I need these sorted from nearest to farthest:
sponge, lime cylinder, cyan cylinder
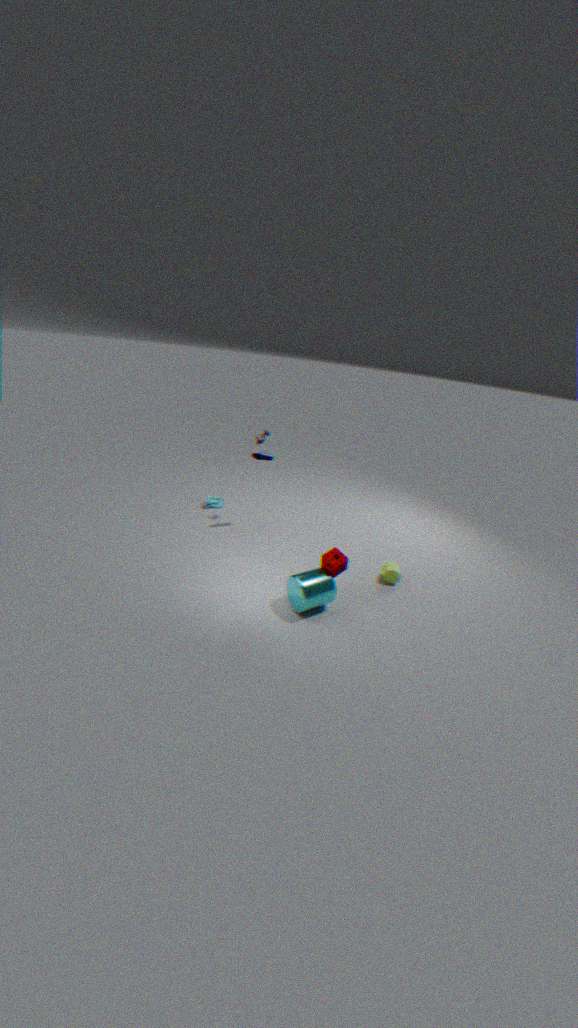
1. cyan cylinder
2. sponge
3. lime cylinder
